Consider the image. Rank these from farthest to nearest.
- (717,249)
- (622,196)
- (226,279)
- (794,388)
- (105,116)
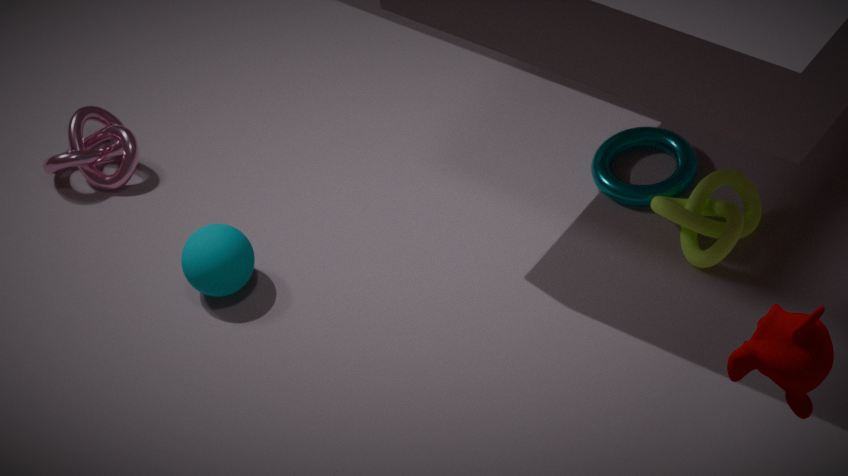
1. (105,116)
2. (622,196)
3. (226,279)
4. (717,249)
5. (794,388)
